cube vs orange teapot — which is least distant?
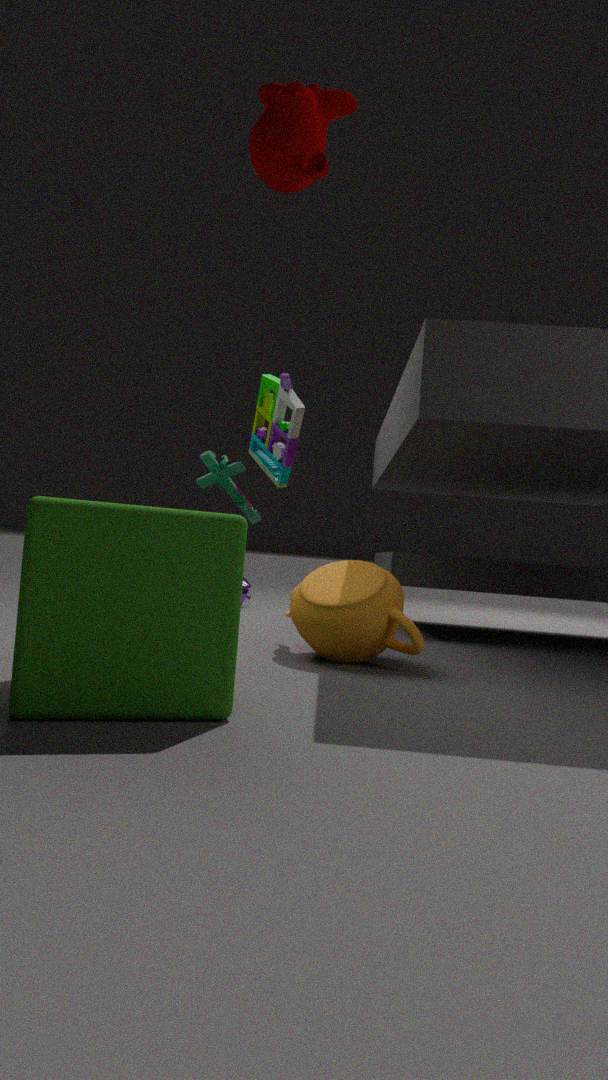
cube
